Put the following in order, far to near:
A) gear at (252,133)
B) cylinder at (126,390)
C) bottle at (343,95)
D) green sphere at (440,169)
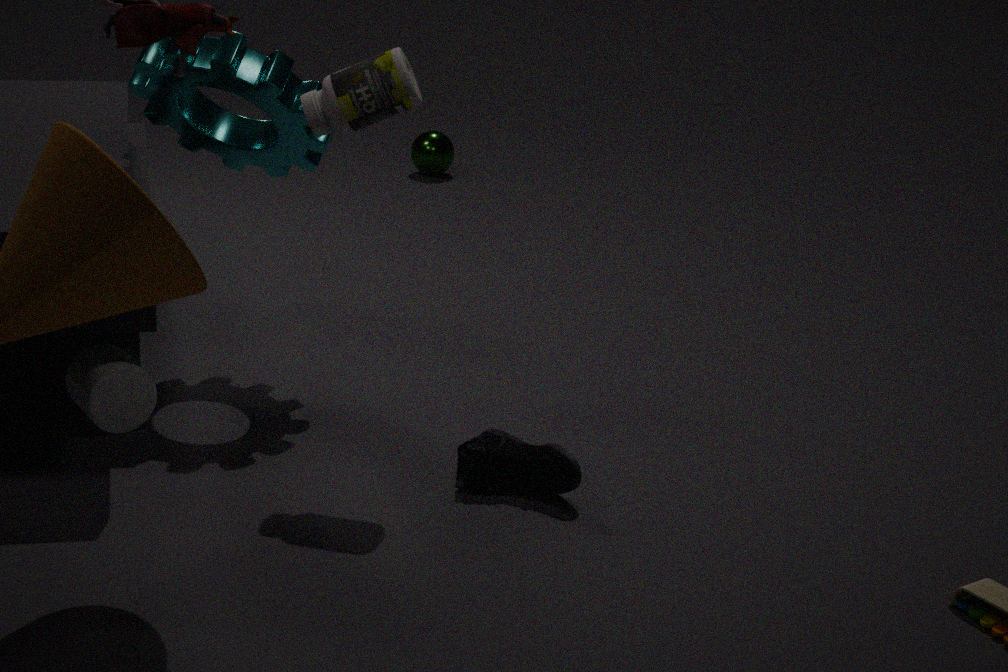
green sphere at (440,169)
gear at (252,133)
cylinder at (126,390)
bottle at (343,95)
